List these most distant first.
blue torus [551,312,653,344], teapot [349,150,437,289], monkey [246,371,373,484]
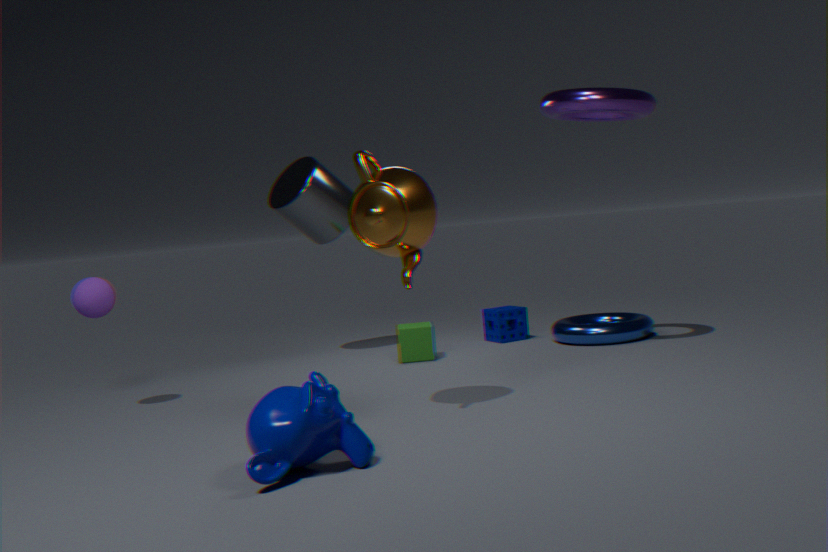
1. blue torus [551,312,653,344]
2. teapot [349,150,437,289]
3. monkey [246,371,373,484]
